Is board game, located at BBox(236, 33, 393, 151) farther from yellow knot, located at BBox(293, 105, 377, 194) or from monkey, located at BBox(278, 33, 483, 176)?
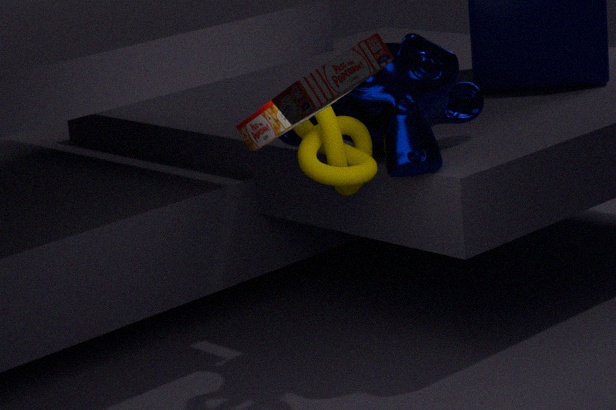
monkey, located at BBox(278, 33, 483, 176)
